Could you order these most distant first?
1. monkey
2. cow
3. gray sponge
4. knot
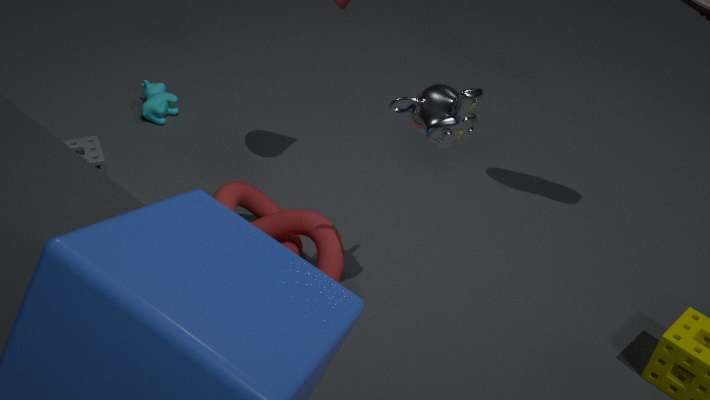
cow
gray sponge
knot
monkey
